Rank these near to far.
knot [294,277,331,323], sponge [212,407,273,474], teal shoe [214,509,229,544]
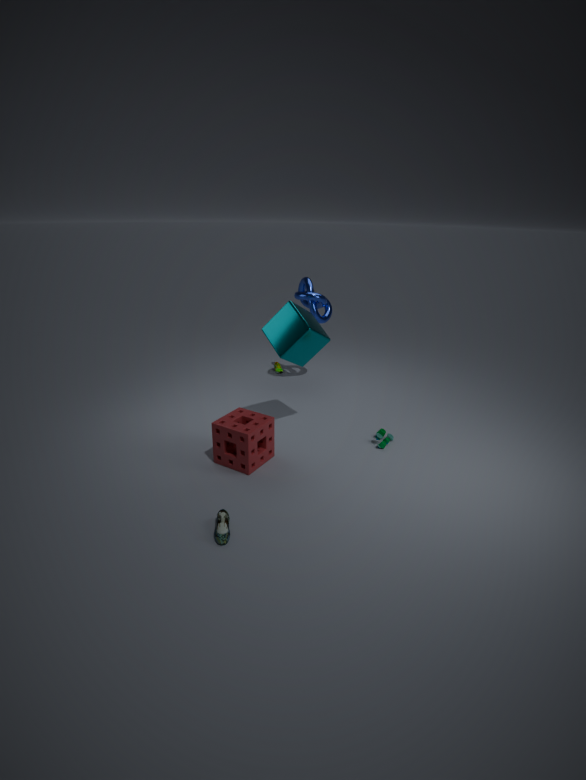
1. teal shoe [214,509,229,544]
2. sponge [212,407,273,474]
3. knot [294,277,331,323]
